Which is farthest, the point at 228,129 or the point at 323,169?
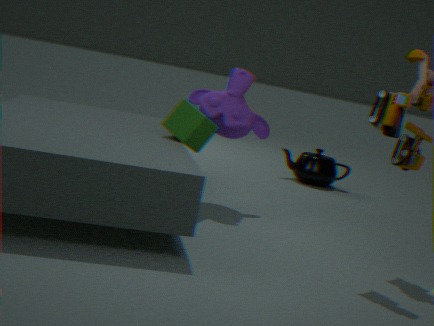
the point at 323,169
